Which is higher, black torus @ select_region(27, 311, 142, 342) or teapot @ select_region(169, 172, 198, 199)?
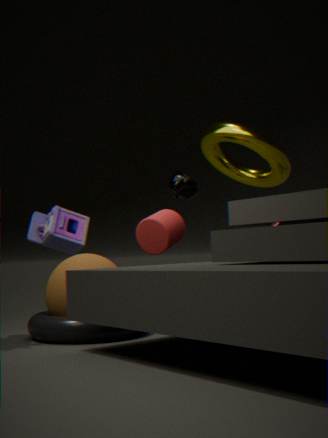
teapot @ select_region(169, 172, 198, 199)
